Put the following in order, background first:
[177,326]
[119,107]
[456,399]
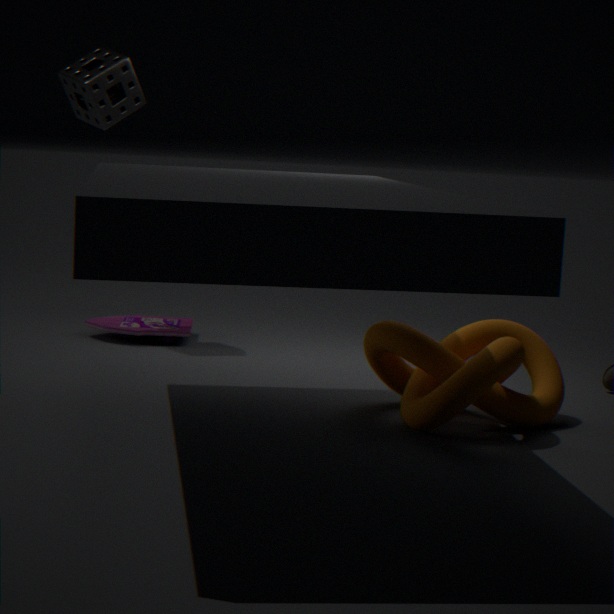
[177,326] < [119,107] < [456,399]
